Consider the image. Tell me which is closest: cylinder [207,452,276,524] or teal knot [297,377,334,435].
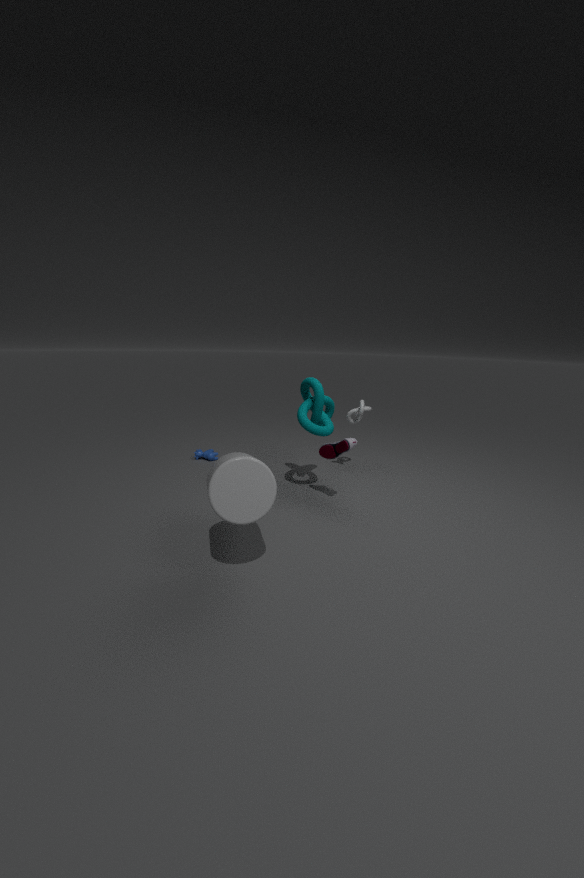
cylinder [207,452,276,524]
